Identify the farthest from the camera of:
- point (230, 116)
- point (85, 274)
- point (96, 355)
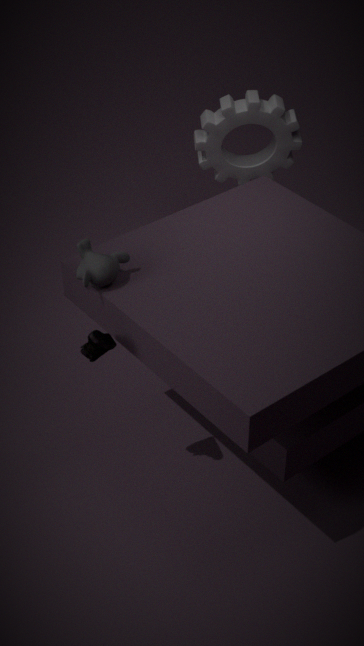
point (230, 116)
